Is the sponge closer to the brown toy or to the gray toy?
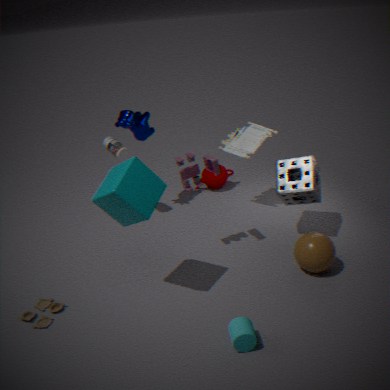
the gray toy
